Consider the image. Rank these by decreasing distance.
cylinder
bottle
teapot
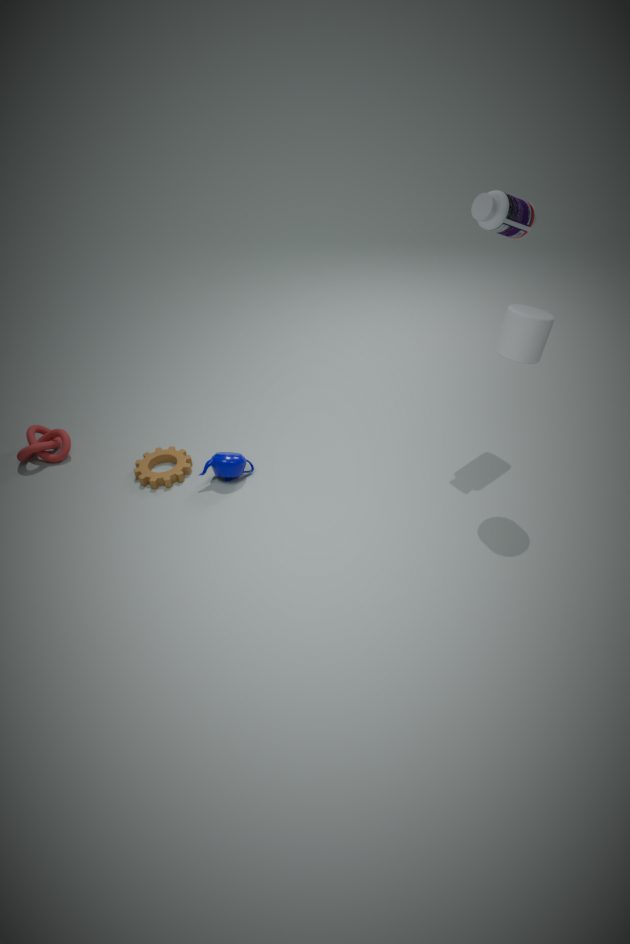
teapot < bottle < cylinder
